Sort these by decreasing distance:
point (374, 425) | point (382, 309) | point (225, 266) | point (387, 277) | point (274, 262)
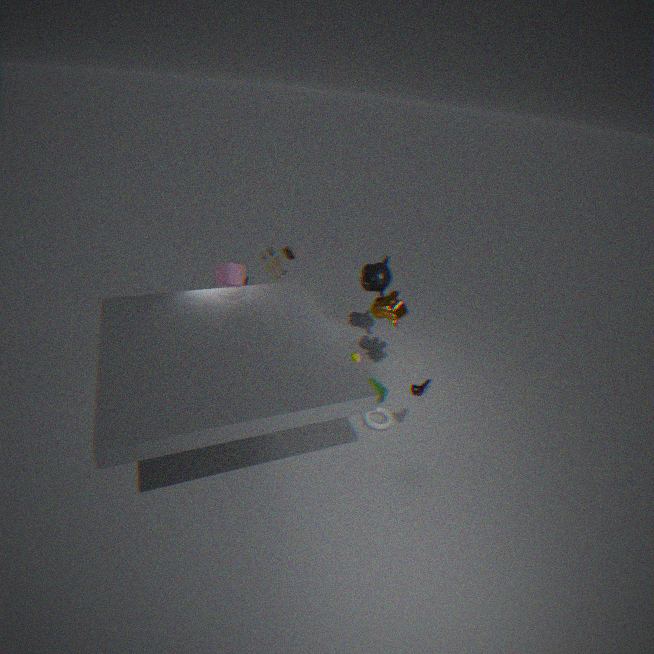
point (387, 277) → point (274, 262) → point (382, 309) → point (374, 425) → point (225, 266)
